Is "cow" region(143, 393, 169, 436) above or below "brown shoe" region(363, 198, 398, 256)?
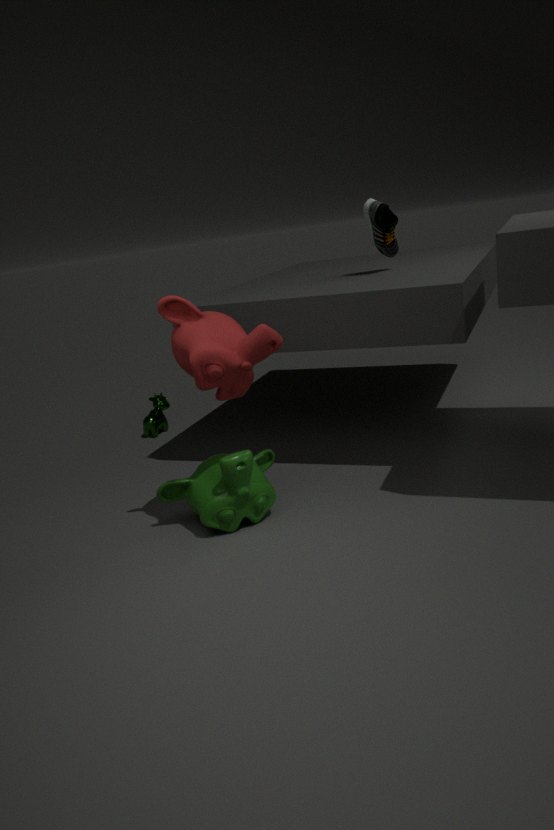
below
